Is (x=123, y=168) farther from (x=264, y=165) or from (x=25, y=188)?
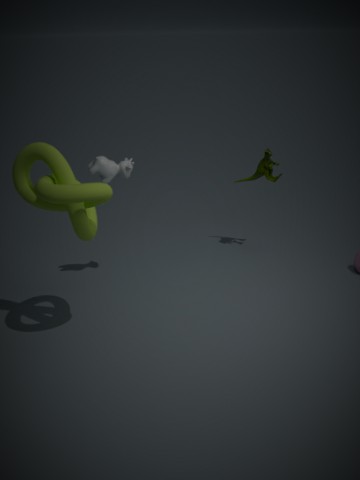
(x=264, y=165)
